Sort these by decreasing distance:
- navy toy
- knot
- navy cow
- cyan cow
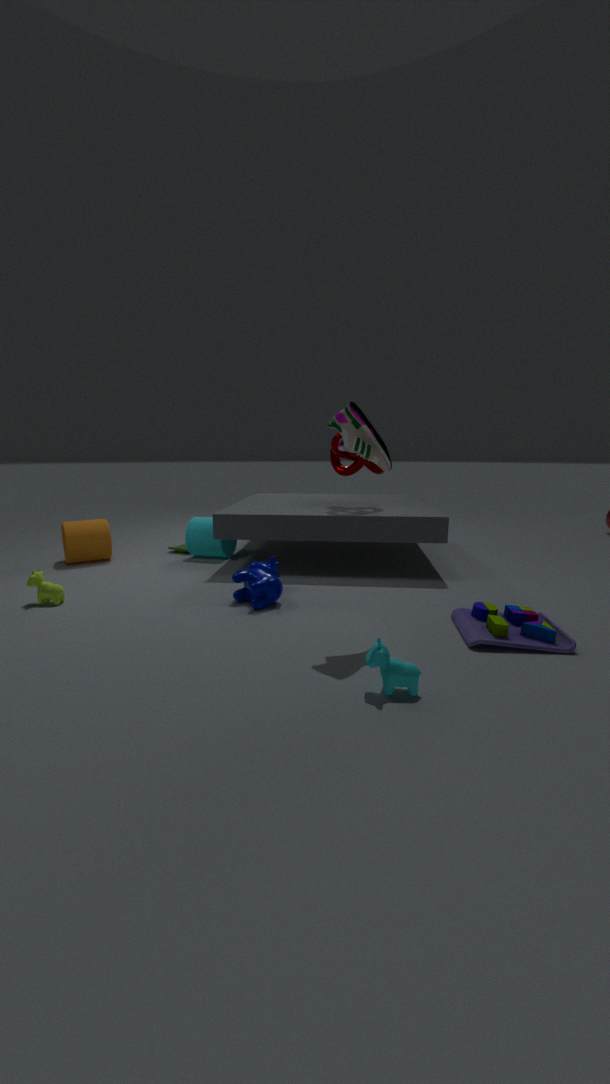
1. knot
2. navy cow
3. navy toy
4. cyan cow
